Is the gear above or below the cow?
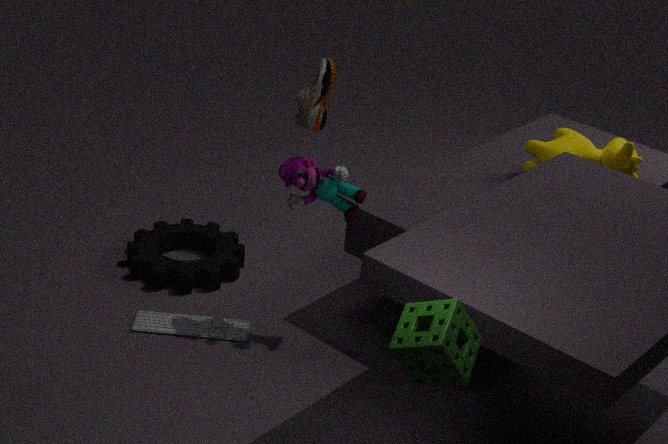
below
